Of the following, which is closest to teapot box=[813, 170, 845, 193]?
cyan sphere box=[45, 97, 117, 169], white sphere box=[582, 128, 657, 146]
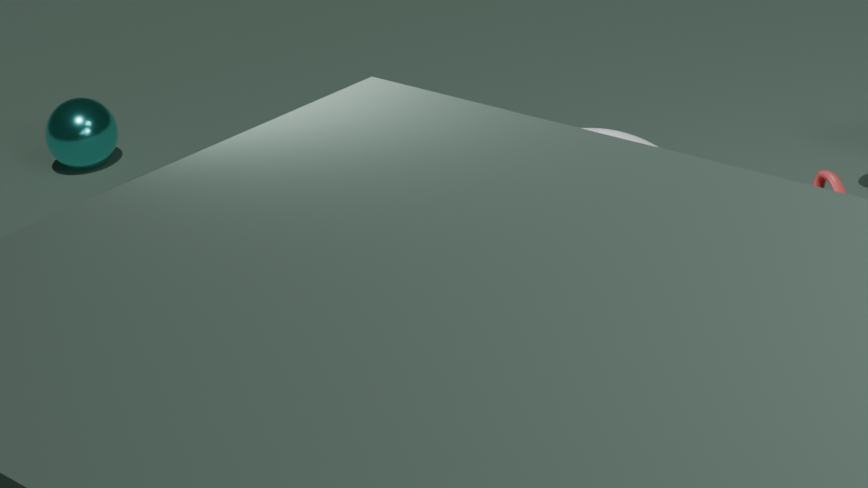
white sphere box=[582, 128, 657, 146]
